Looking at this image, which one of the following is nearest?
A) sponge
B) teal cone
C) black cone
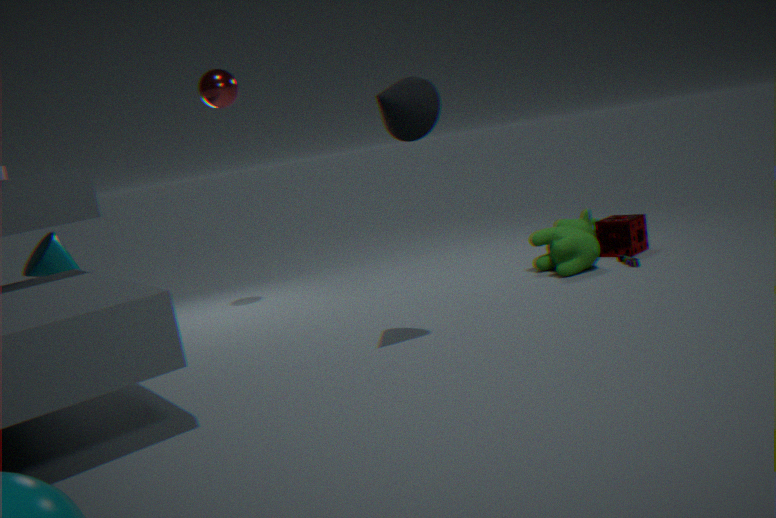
black cone
